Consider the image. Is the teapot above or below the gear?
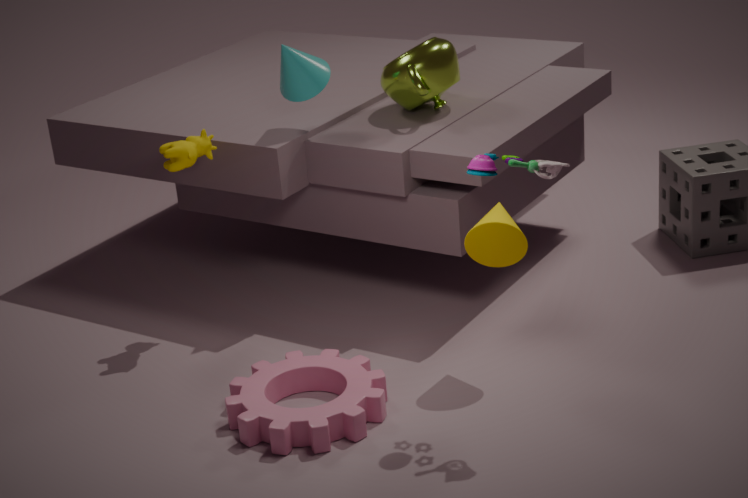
above
